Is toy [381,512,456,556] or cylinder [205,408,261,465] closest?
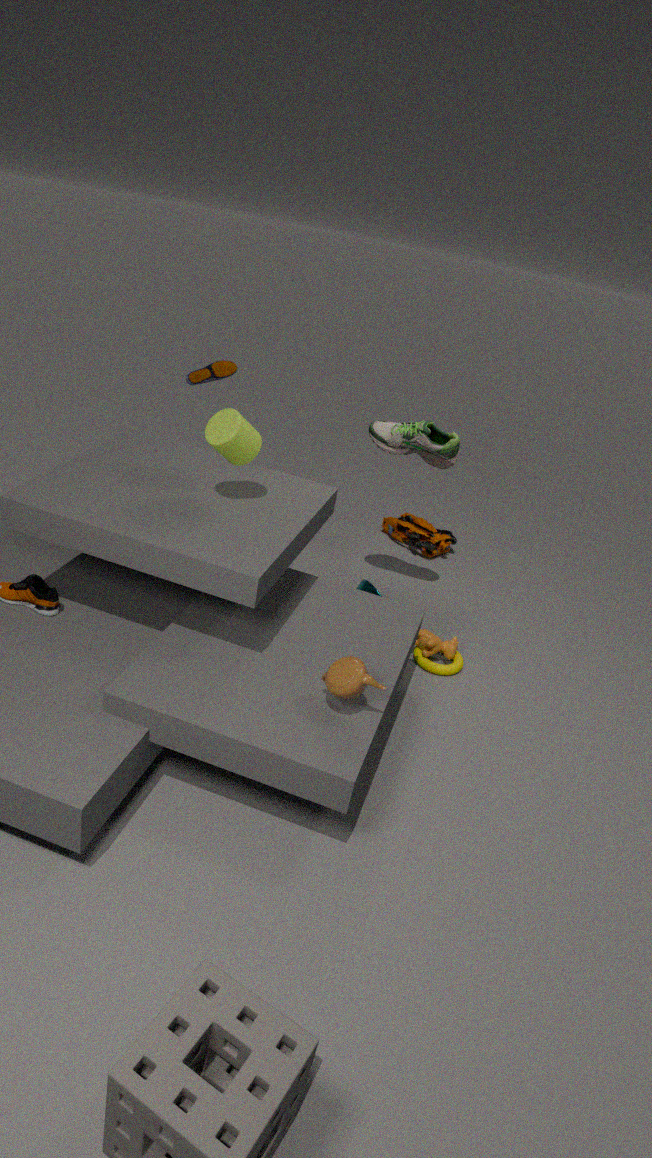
cylinder [205,408,261,465]
